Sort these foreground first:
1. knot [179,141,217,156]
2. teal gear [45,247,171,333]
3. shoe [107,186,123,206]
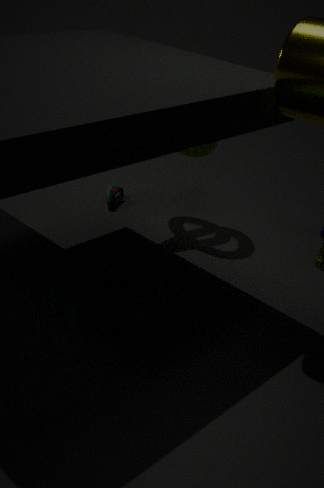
1. teal gear [45,247,171,333]
2. knot [179,141,217,156]
3. shoe [107,186,123,206]
